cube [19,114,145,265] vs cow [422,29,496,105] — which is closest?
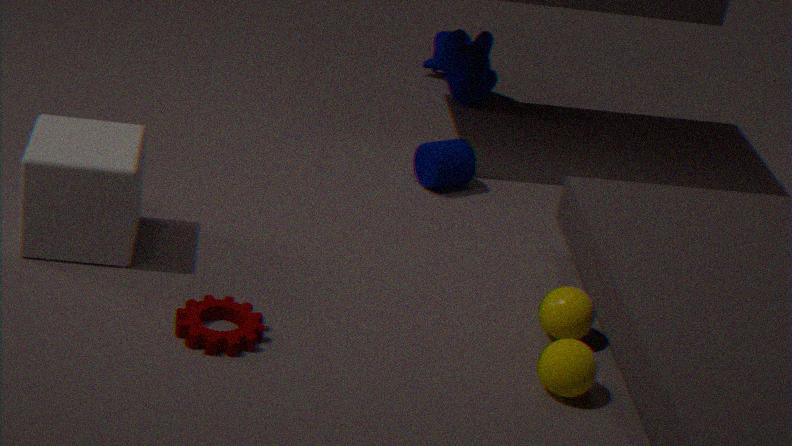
cube [19,114,145,265]
